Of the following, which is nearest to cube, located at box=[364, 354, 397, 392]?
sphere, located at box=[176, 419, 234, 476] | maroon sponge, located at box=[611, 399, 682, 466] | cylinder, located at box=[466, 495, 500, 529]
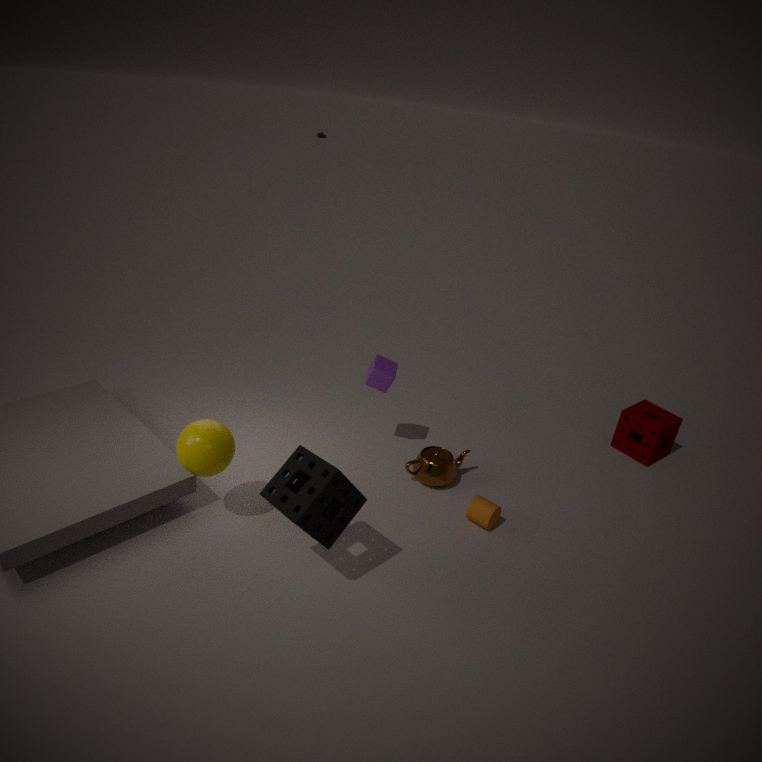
cylinder, located at box=[466, 495, 500, 529]
